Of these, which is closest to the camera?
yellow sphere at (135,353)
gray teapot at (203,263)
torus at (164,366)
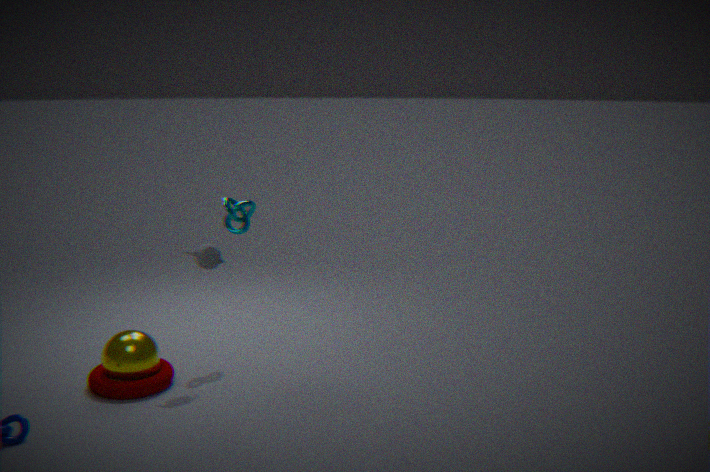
torus at (164,366)
